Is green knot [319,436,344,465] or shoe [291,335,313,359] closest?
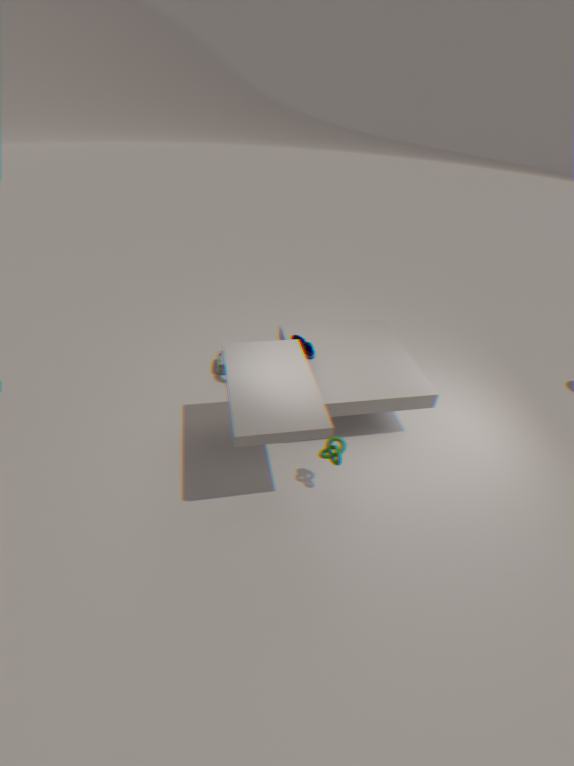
green knot [319,436,344,465]
